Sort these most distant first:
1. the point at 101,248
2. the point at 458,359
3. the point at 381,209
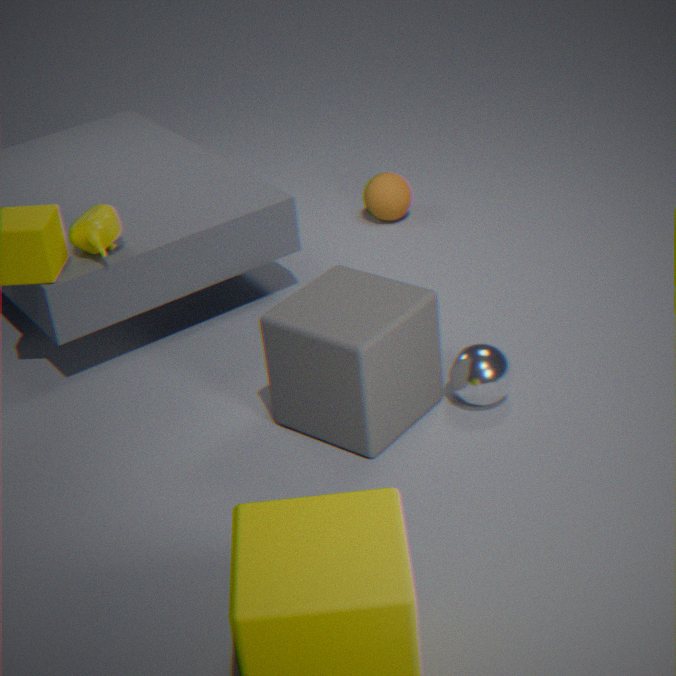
the point at 381,209
the point at 101,248
the point at 458,359
